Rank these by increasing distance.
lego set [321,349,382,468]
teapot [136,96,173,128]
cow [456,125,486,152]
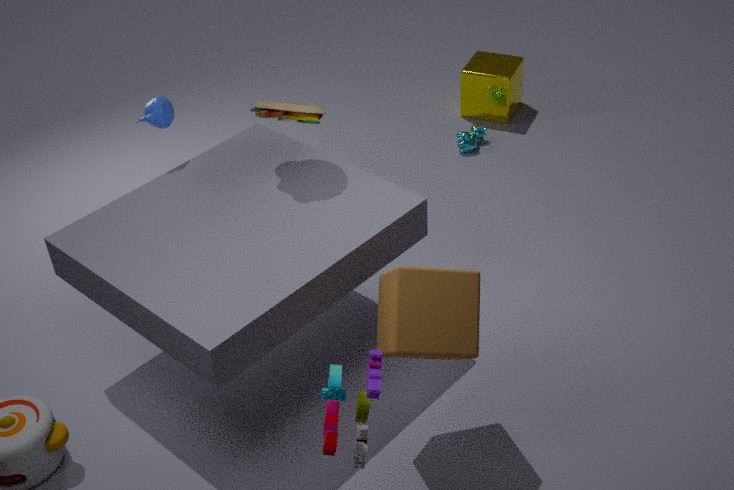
lego set [321,349,382,468]
teapot [136,96,173,128]
cow [456,125,486,152]
